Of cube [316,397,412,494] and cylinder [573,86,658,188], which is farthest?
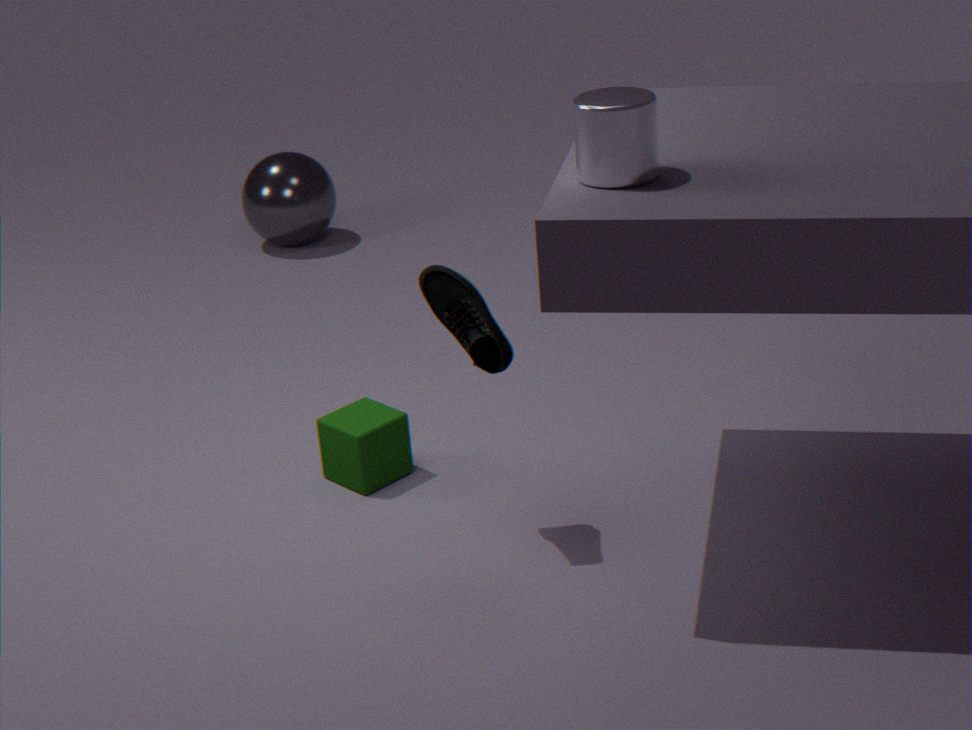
cube [316,397,412,494]
